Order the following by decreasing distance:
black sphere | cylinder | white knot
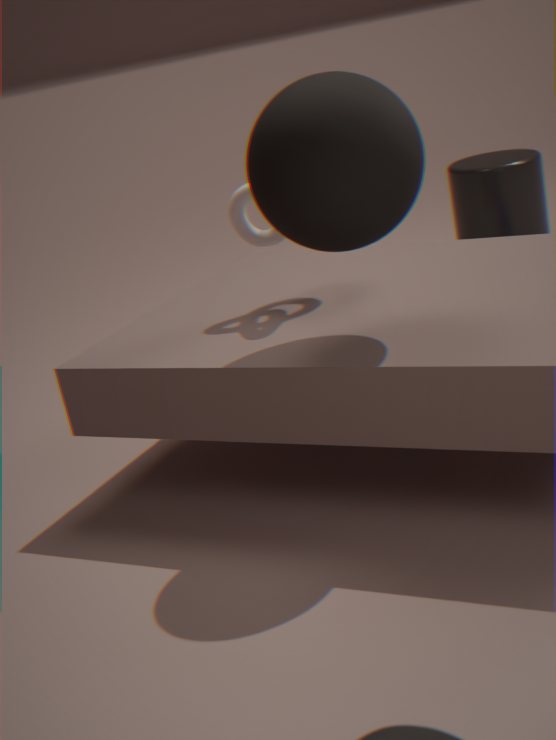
cylinder
white knot
black sphere
